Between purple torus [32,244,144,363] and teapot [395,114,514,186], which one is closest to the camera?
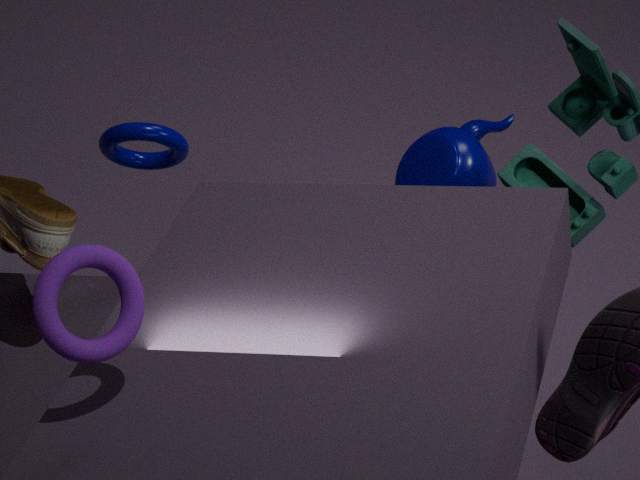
purple torus [32,244,144,363]
